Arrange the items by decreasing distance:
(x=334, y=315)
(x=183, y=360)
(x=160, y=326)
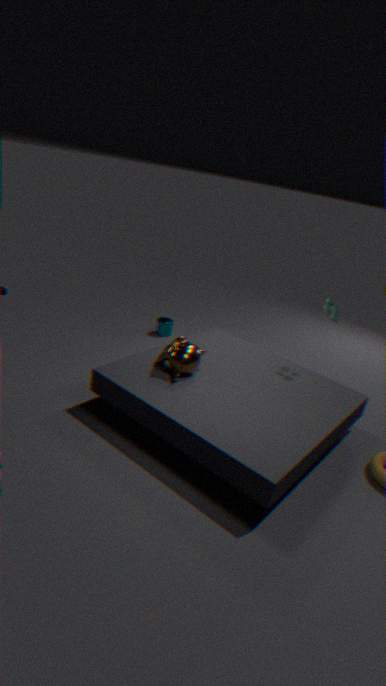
(x=160, y=326) < (x=334, y=315) < (x=183, y=360)
